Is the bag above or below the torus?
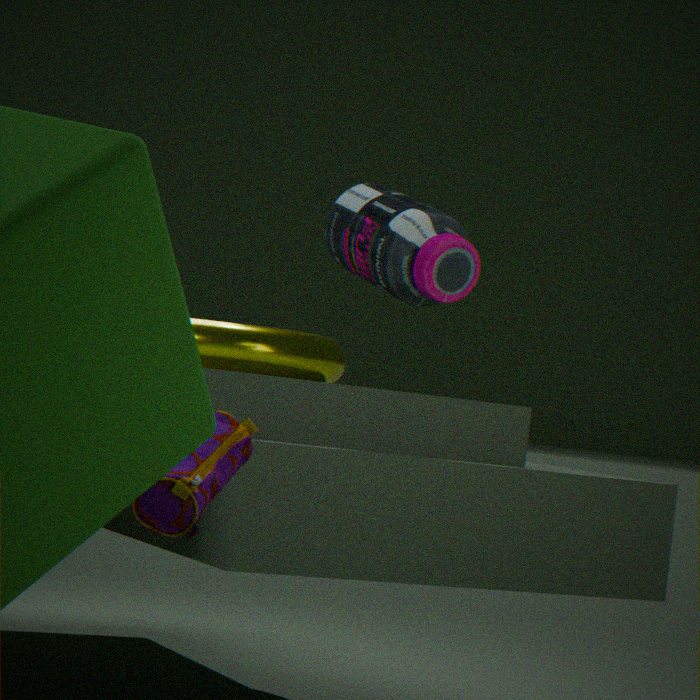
below
